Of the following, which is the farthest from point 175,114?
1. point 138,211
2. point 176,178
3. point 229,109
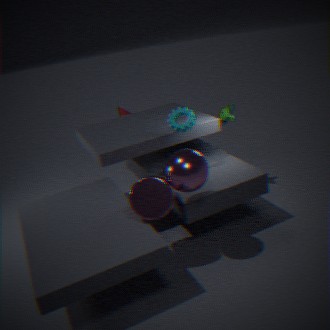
point 138,211
